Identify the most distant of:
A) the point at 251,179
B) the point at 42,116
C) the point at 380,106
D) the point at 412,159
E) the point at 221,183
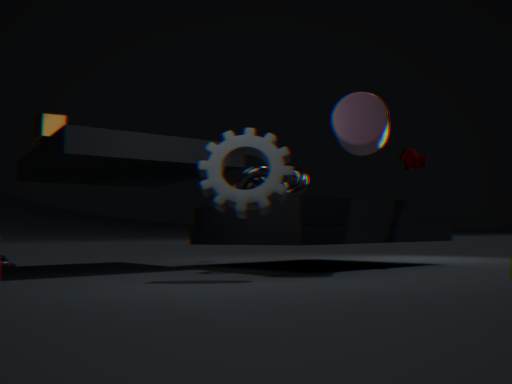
the point at 412,159
